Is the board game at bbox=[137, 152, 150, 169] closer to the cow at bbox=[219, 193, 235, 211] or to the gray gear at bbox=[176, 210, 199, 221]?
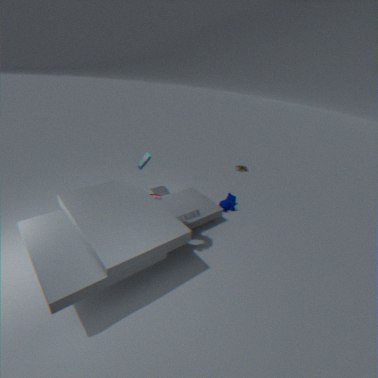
the gray gear at bbox=[176, 210, 199, 221]
